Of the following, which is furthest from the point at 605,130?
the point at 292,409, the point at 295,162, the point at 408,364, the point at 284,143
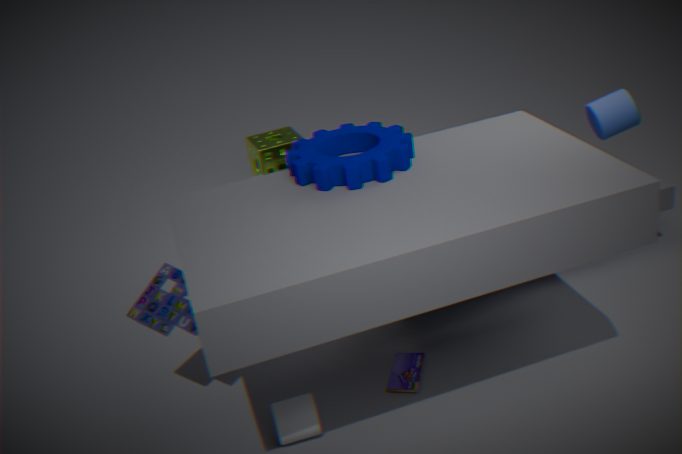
the point at 284,143
